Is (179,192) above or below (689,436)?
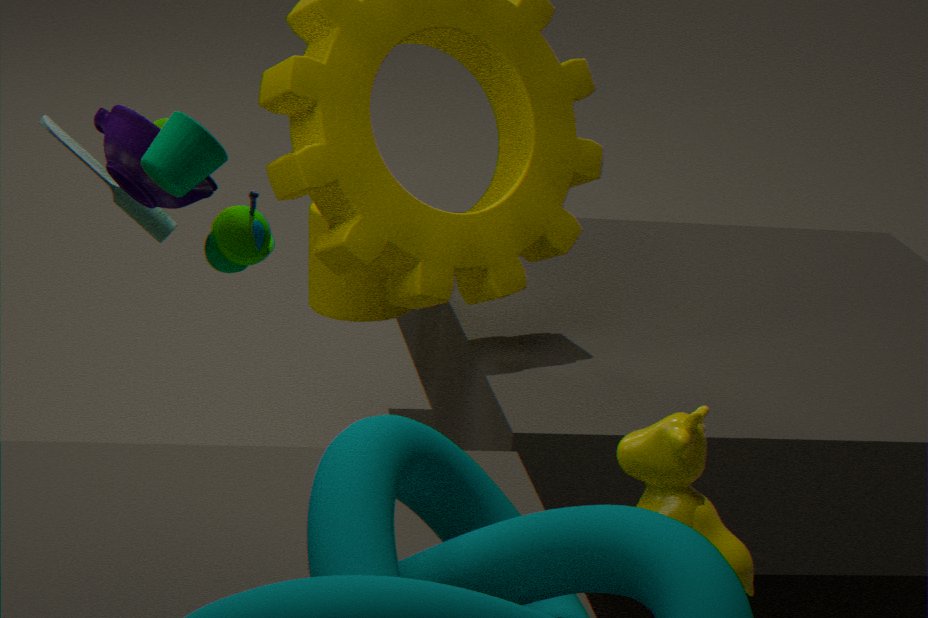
above
